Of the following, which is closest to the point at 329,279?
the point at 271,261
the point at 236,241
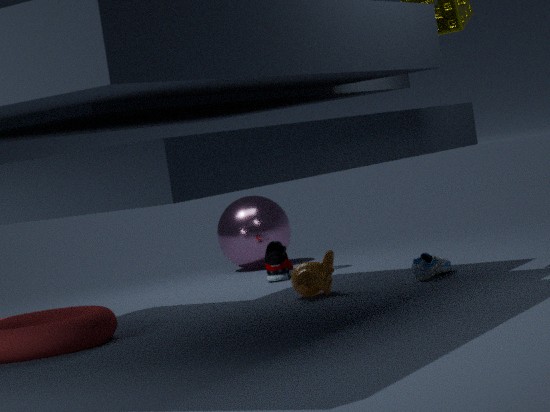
the point at 271,261
